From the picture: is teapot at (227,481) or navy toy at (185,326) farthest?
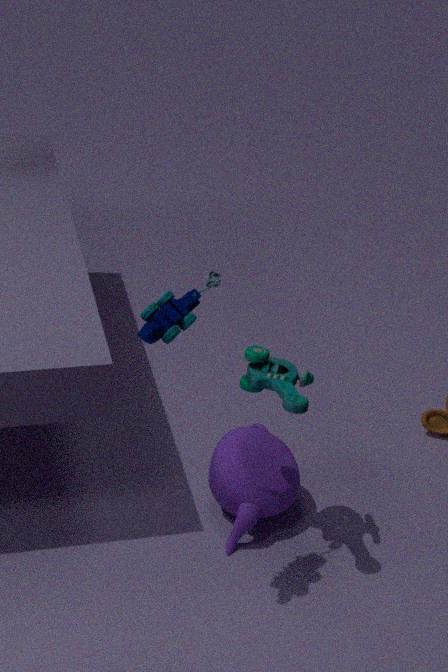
teapot at (227,481)
